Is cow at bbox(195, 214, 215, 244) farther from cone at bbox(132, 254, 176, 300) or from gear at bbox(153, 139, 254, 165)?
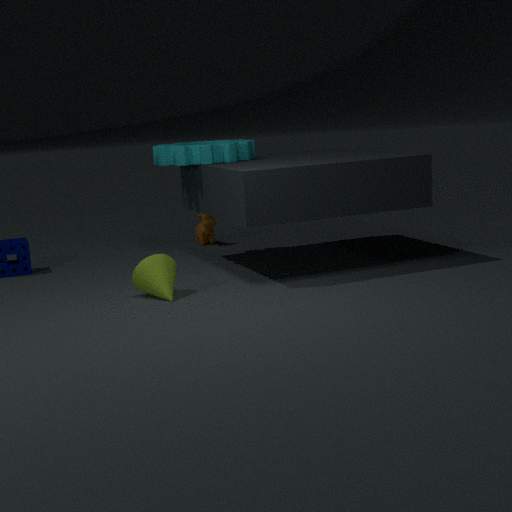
cone at bbox(132, 254, 176, 300)
